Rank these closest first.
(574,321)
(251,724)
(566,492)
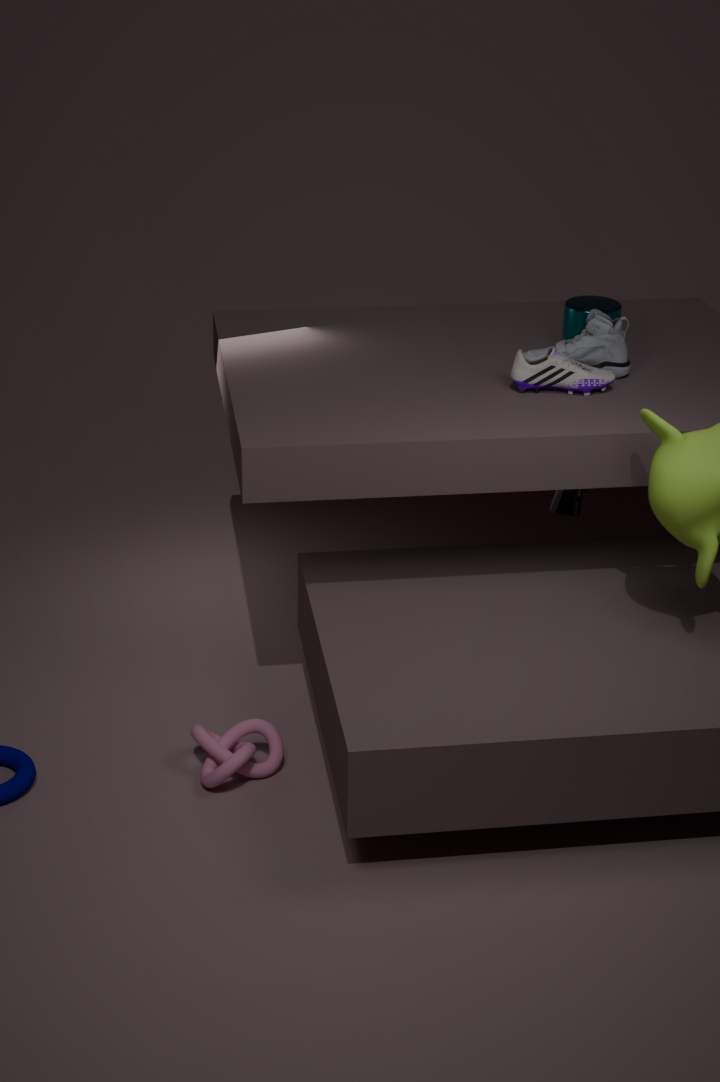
1. (251,724)
2. (574,321)
3. (566,492)
